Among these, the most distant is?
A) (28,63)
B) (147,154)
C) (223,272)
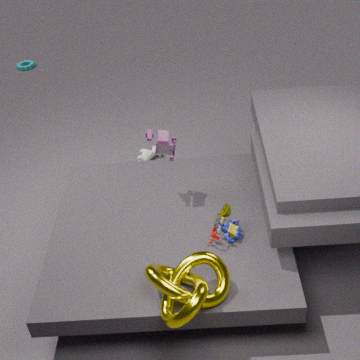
(28,63)
